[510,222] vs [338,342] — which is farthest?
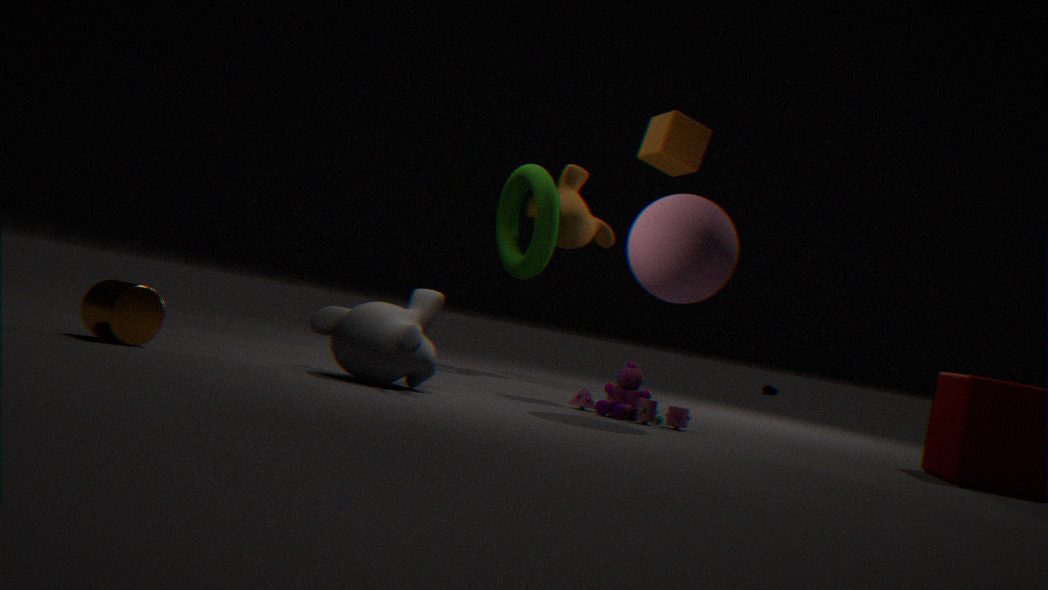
[510,222]
